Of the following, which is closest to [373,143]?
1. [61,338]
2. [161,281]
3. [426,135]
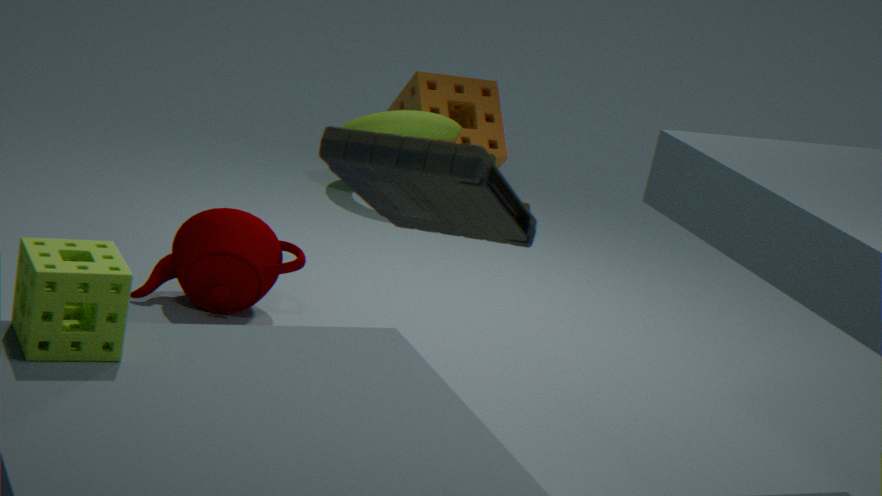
[61,338]
